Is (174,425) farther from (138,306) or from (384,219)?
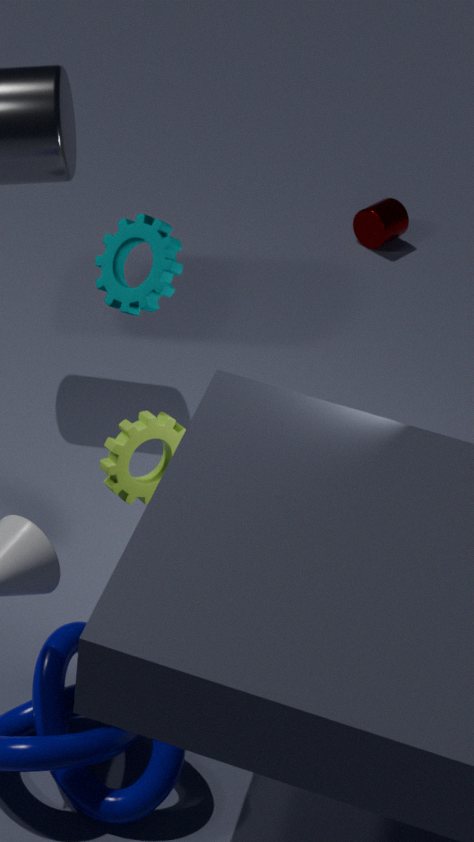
(384,219)
